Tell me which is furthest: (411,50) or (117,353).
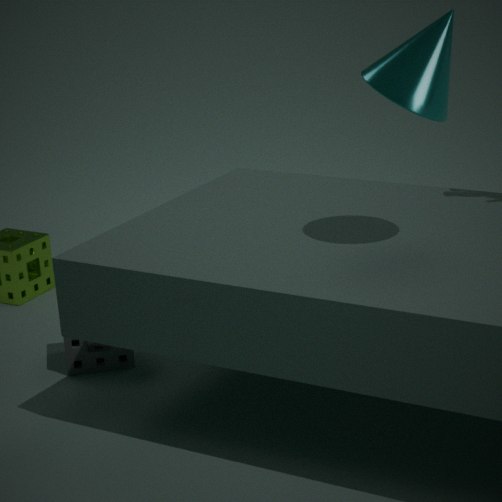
(117,353)
